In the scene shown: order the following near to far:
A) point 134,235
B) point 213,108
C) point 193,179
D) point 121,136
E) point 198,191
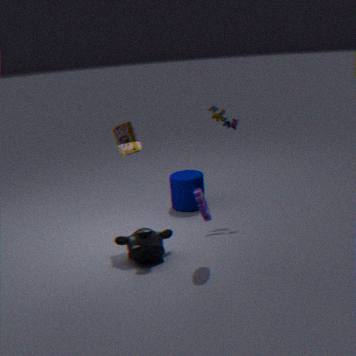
point 198,191 < point 134,235 < point 121,136 < point 213,108 < point 193,179
